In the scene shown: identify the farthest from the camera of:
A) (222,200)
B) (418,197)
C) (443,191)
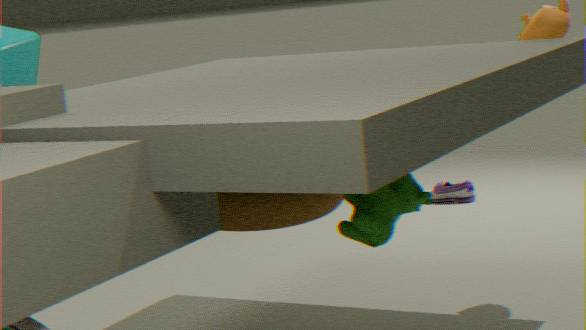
(443,191)
